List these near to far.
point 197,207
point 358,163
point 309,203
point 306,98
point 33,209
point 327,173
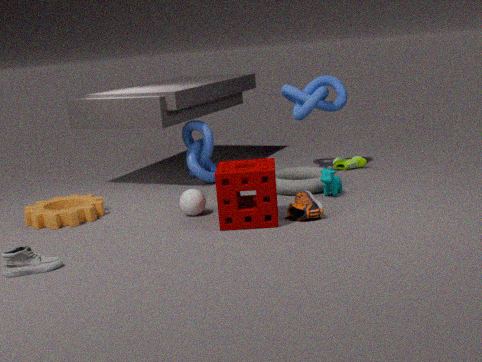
point 309,203, point 197,207, point 327,173, point 33,209, point 306,98, point 358,163
